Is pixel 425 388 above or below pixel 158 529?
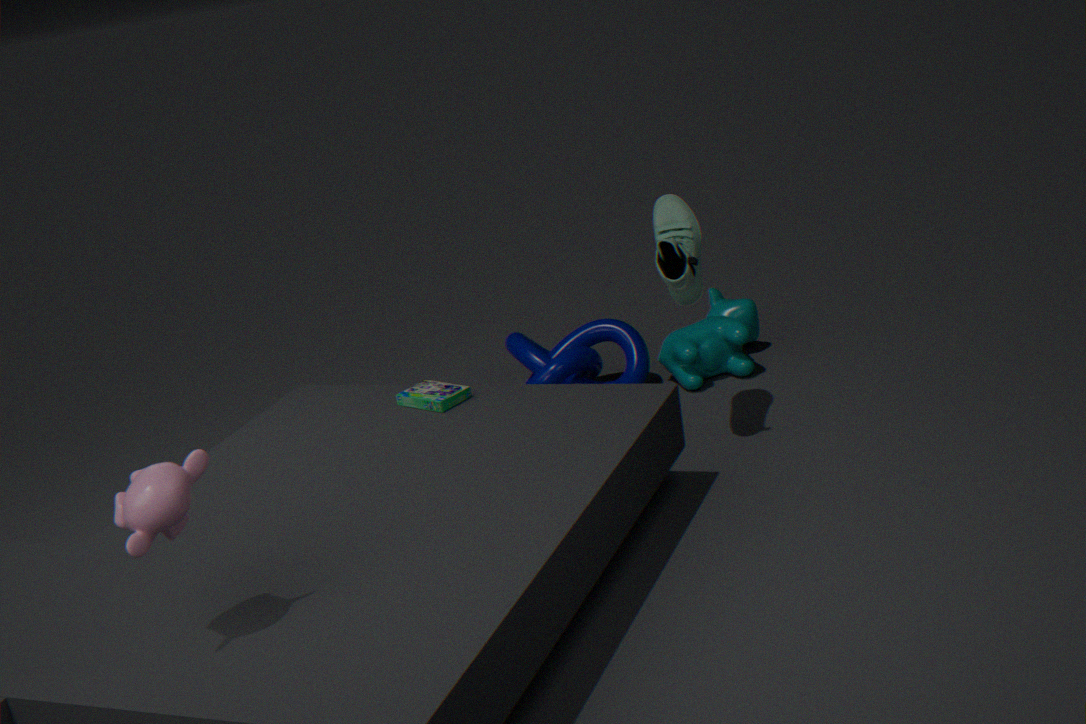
below
